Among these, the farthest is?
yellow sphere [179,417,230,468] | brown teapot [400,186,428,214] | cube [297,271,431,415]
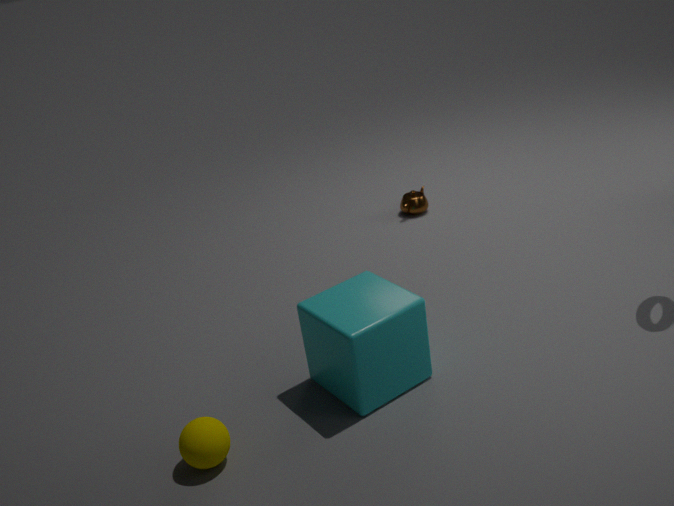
brown teapot [400,186,428,214]
